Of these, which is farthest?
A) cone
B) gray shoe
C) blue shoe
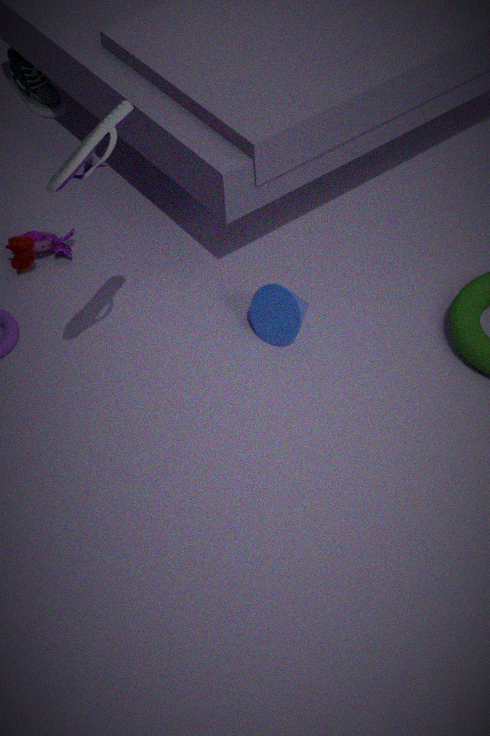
blue shoe
